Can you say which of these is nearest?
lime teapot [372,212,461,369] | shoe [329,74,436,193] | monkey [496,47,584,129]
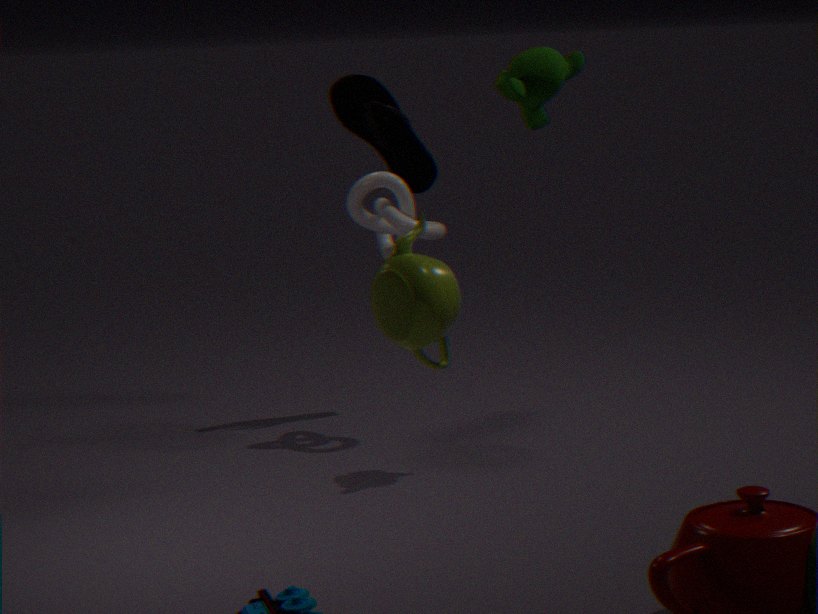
lime teapot [372,212,461,369]
